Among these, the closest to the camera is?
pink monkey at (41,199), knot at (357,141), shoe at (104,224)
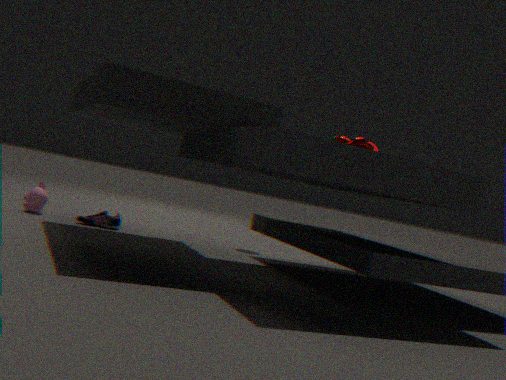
knot at (357,141)
